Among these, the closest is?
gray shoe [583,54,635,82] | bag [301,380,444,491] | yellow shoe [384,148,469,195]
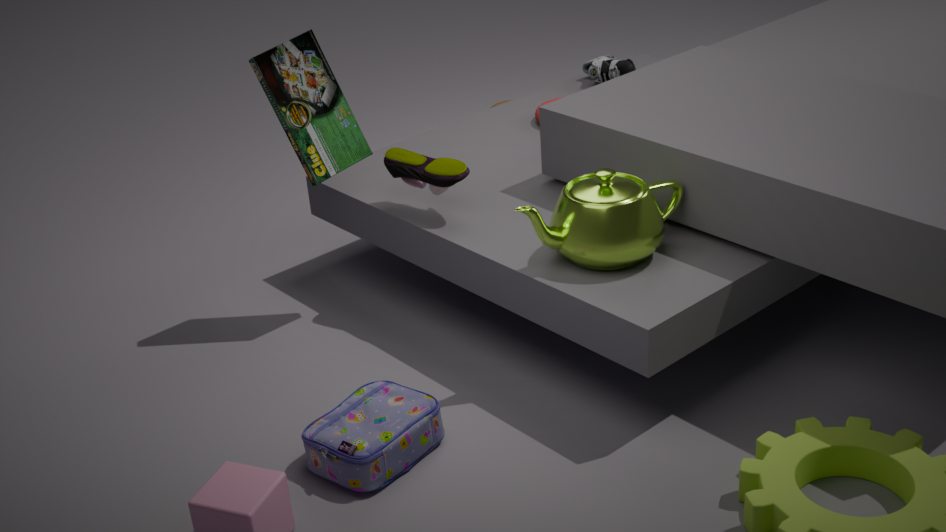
bag [301,380,444,491]
